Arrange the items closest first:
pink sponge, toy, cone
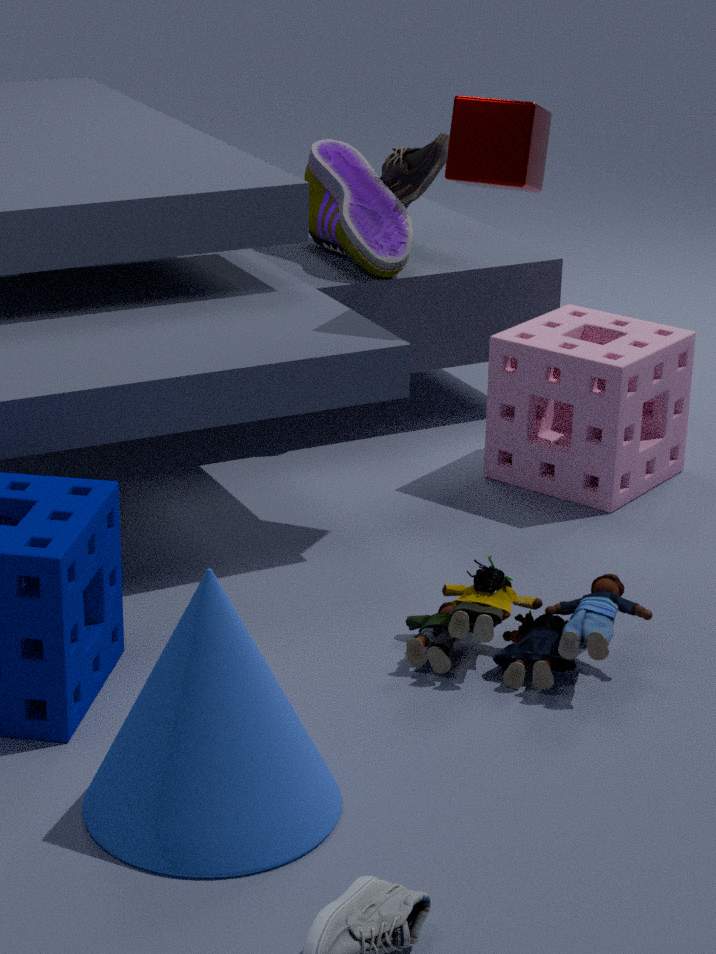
cone, toy, pink sponge
